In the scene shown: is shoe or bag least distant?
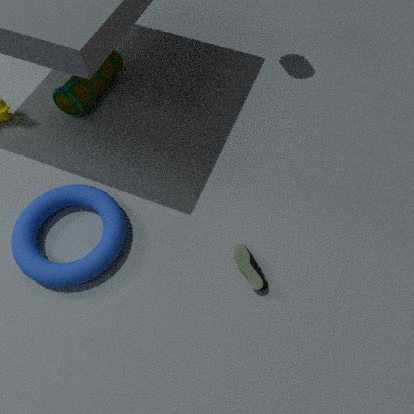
shoe
